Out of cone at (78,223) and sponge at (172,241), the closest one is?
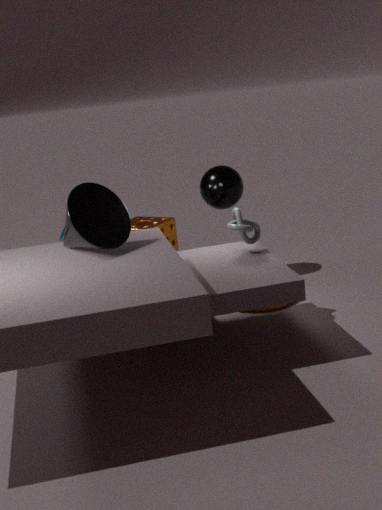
cone at (78,223)
